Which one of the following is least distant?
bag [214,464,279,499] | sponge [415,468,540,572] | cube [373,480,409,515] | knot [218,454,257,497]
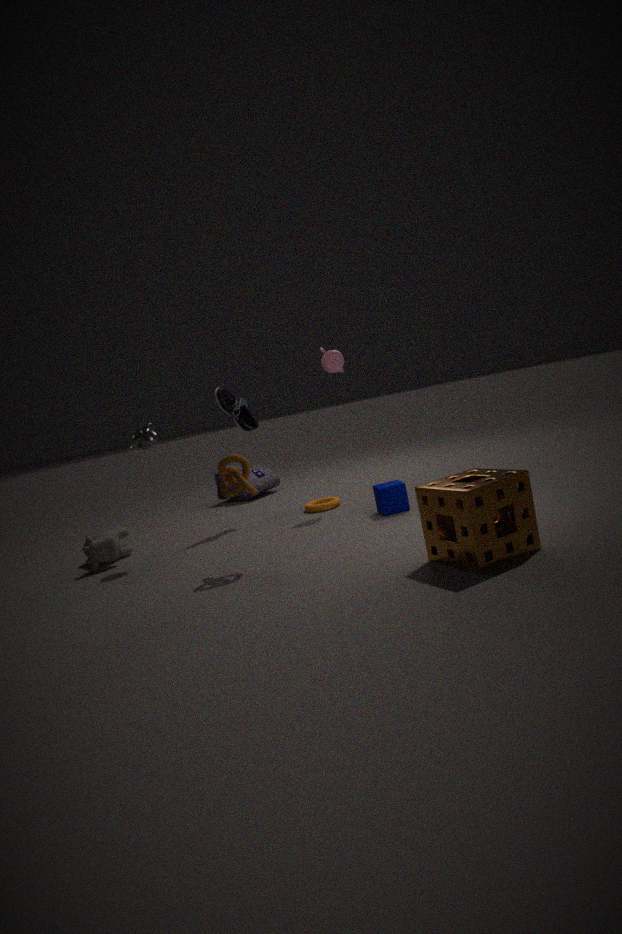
sponge [415,468,540,572]
